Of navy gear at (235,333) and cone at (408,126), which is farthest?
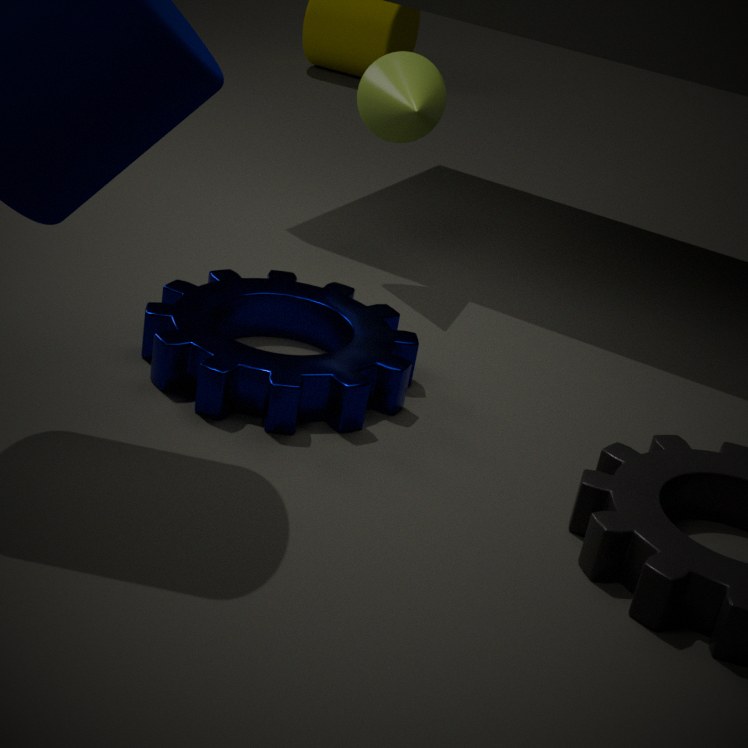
cone at (408,126)
